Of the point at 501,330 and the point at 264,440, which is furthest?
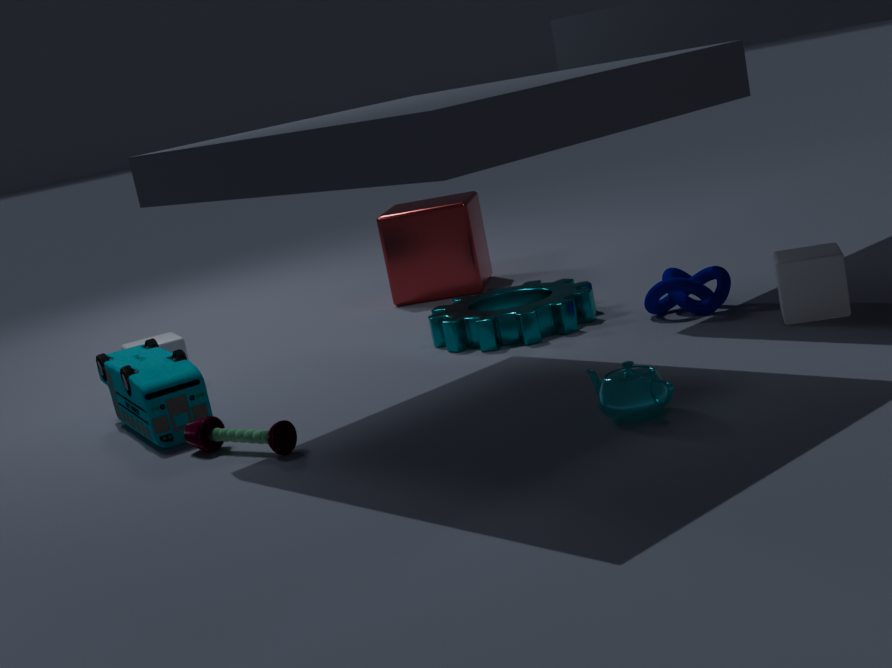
the point at 501,330
